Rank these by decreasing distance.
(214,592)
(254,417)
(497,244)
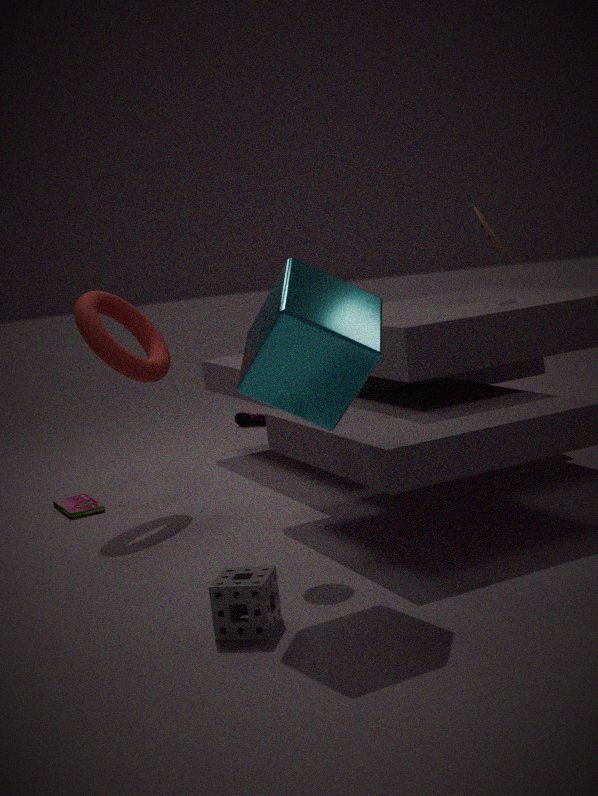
(254,417) < (497,244) < (214,592)
